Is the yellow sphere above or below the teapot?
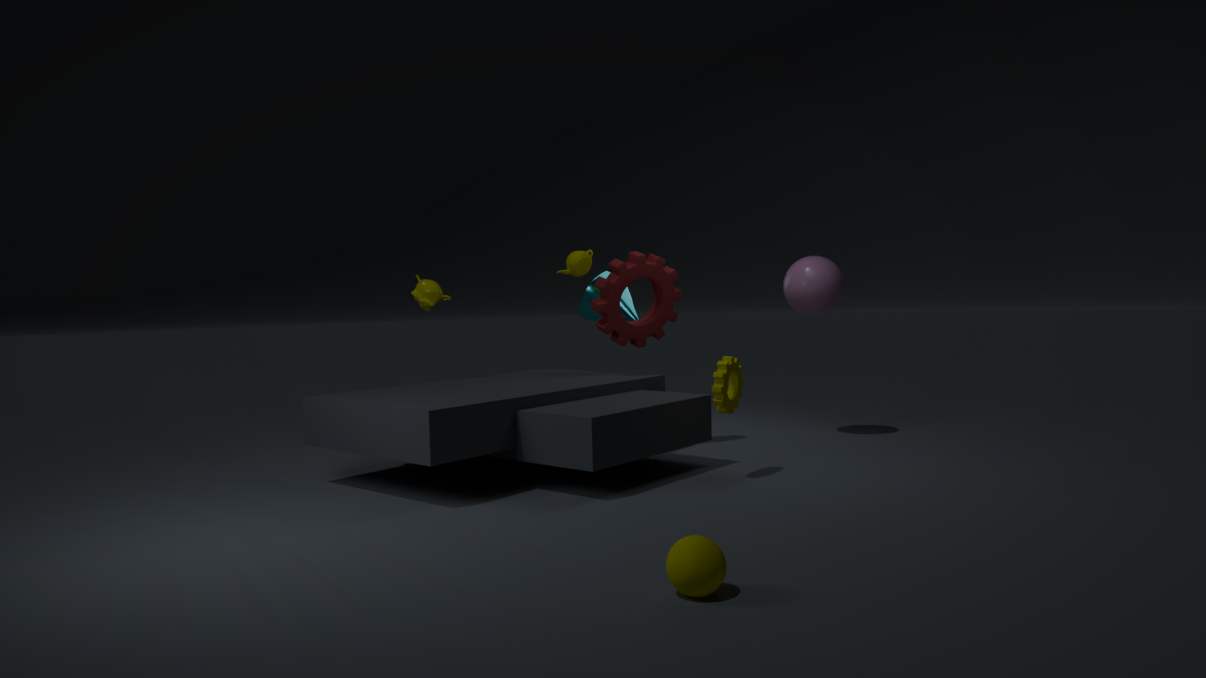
below
